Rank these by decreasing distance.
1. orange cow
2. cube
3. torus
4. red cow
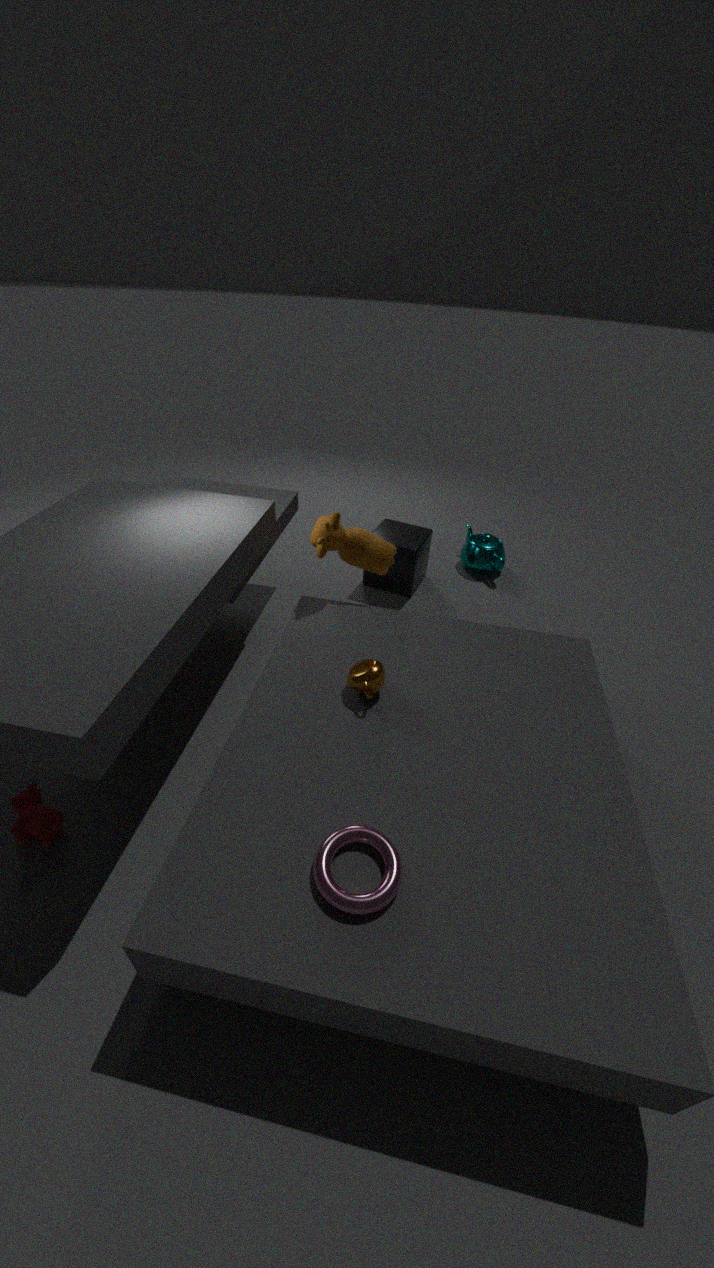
cube → orange cow → red cow → torus
